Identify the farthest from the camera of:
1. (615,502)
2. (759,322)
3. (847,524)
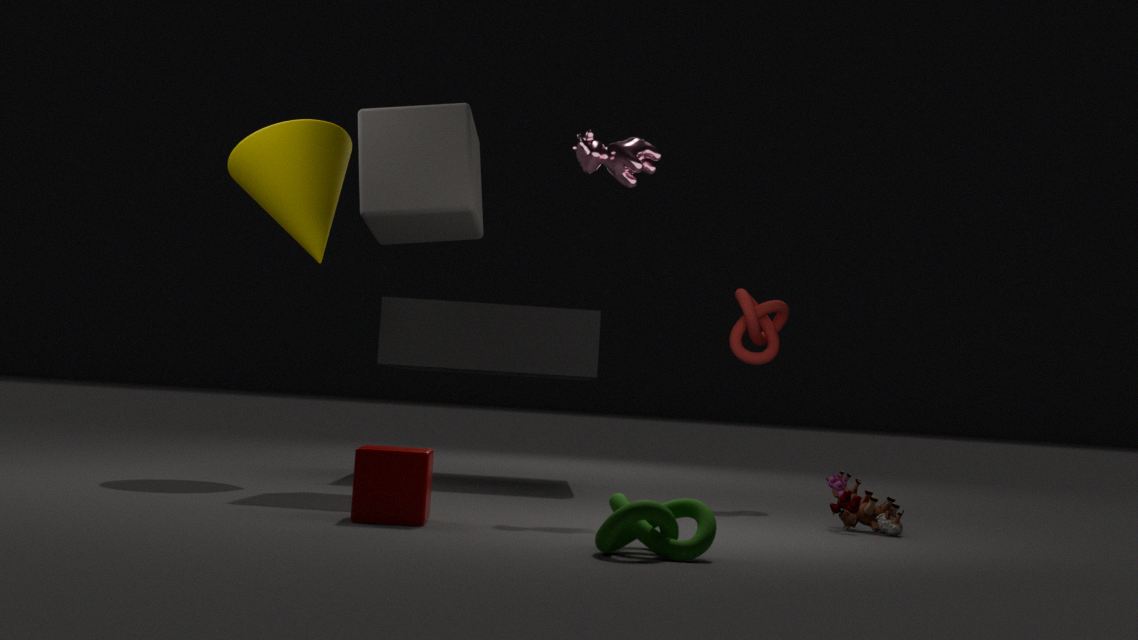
(759,322)
